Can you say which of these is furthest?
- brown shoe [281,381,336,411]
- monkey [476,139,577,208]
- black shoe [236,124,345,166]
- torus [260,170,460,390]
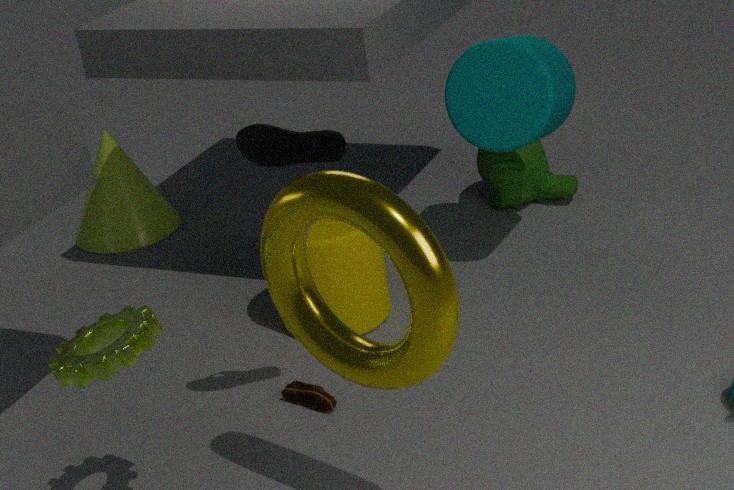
monkey [476,139,577,208]
